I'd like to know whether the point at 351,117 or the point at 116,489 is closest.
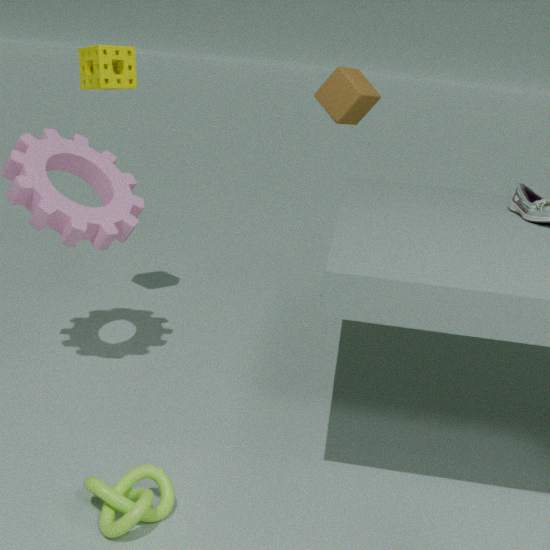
→ the point at 116,489
